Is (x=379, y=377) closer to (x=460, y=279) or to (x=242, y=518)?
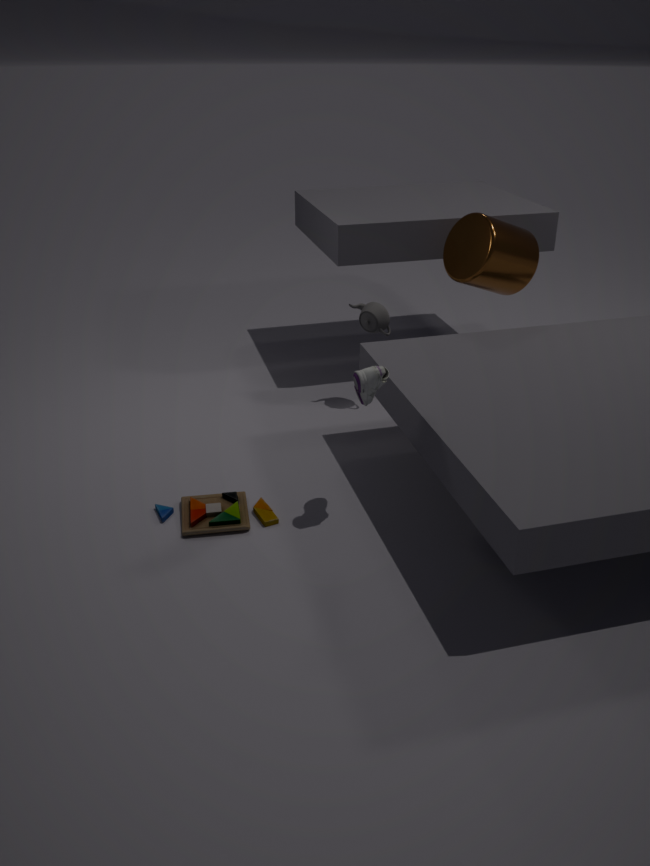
(x=242, y=518)
